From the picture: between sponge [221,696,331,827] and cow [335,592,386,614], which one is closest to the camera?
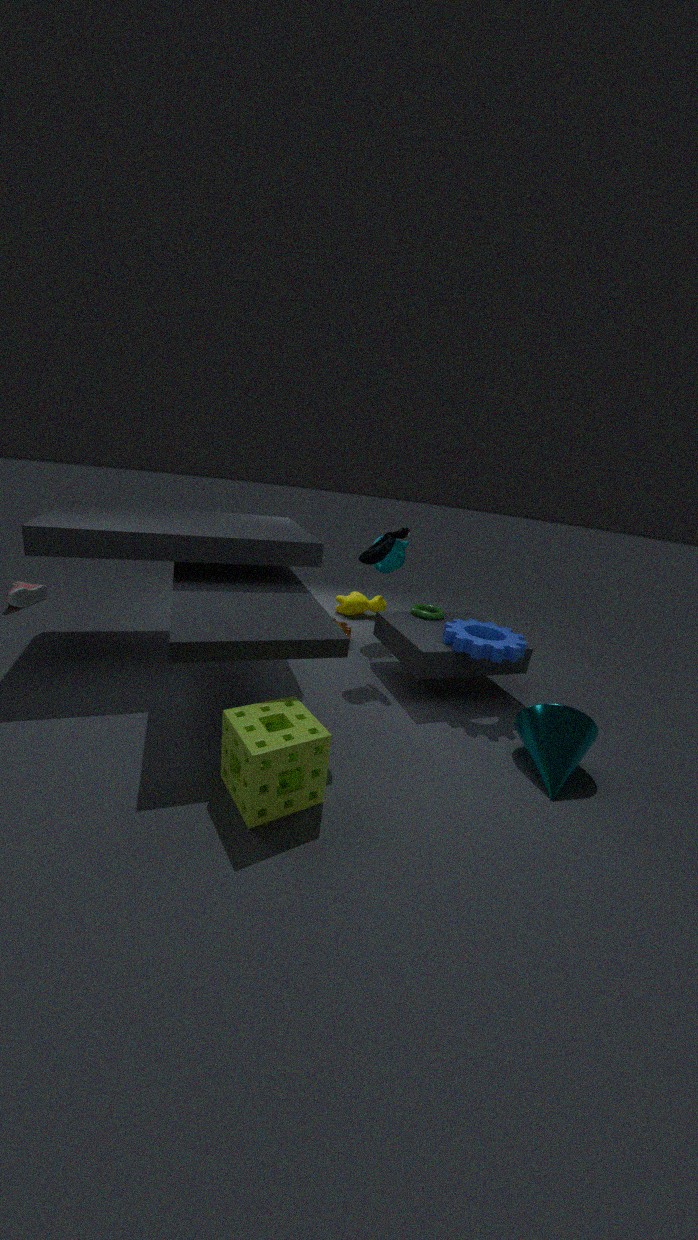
sponge [221,696,331,827]
